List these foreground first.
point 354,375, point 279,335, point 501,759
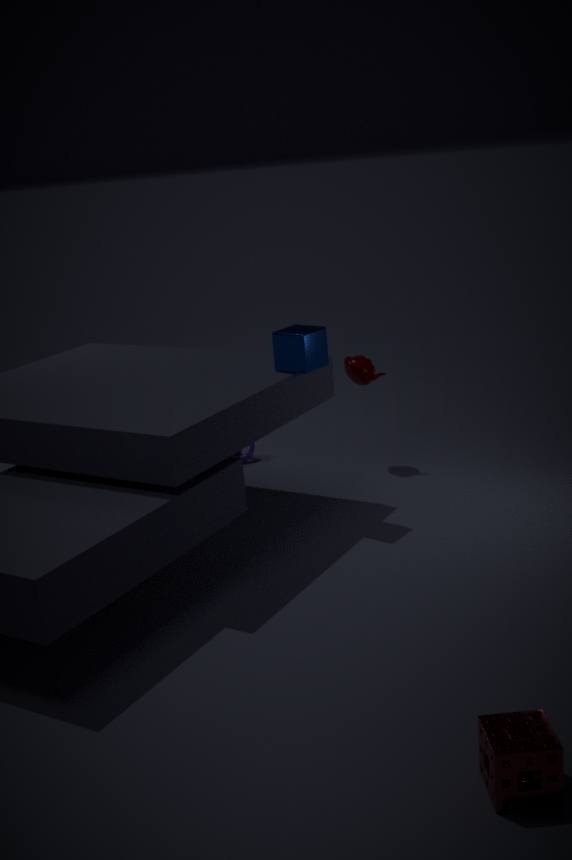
point 501,759, point 279,335, point 354,375
